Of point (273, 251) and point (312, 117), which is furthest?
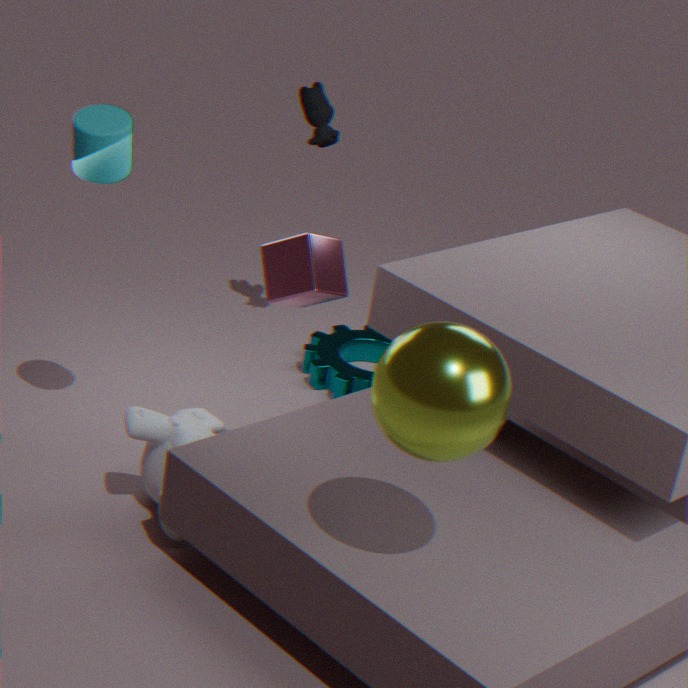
point (312, 117)
